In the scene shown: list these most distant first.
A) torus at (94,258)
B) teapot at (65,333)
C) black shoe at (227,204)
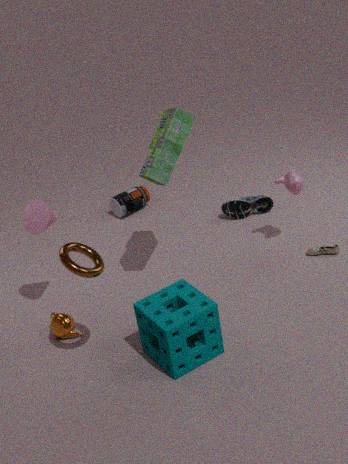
black shoe at (227,204) → teapot at (65,333) → torus at (94,258)
